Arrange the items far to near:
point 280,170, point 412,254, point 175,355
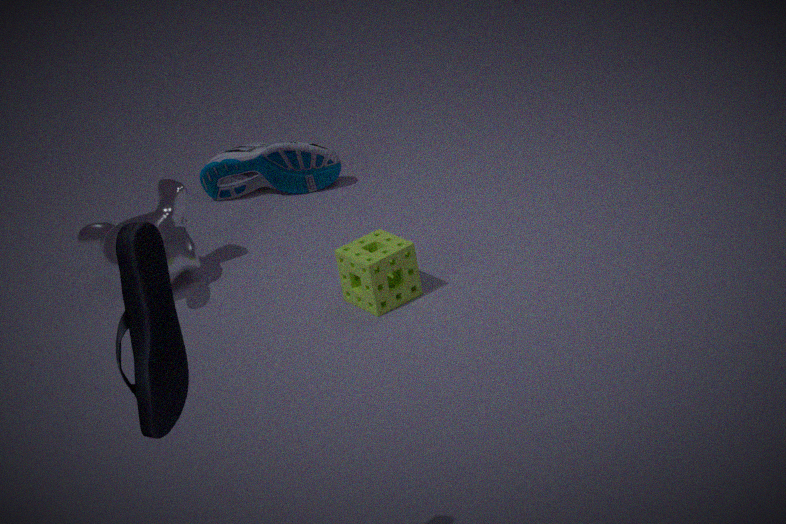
1. point 280,170
2. point 412,254
3. point 175,355
